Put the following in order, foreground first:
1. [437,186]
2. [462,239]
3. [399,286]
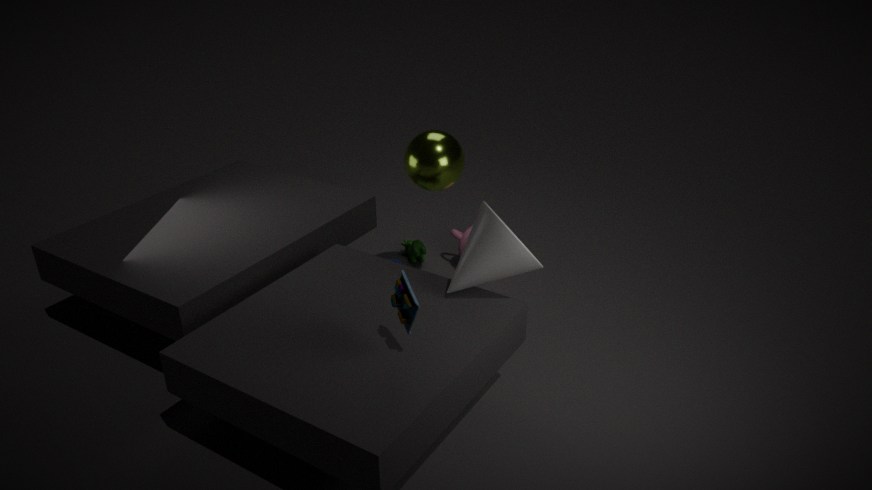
1. [399,286]
2. [437,186]
3. [462,239]
